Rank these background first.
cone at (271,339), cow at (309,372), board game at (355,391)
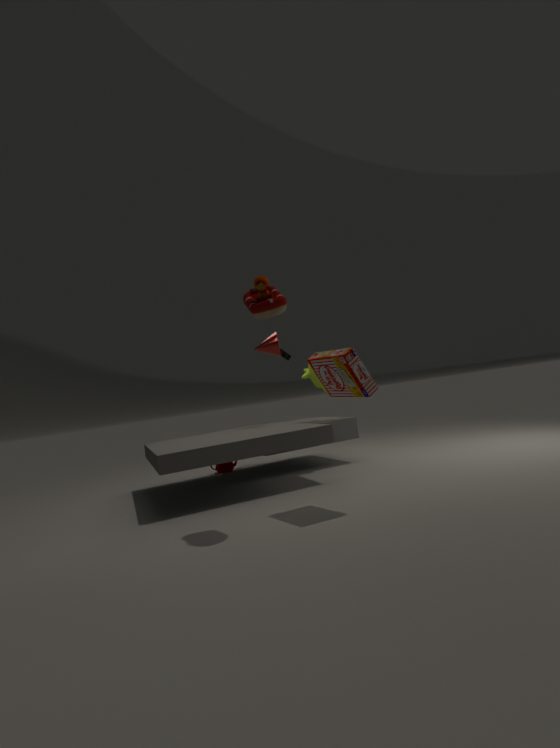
1. cone at (271,339)
2. cow at (309,372)
3. board game at (355,391)
